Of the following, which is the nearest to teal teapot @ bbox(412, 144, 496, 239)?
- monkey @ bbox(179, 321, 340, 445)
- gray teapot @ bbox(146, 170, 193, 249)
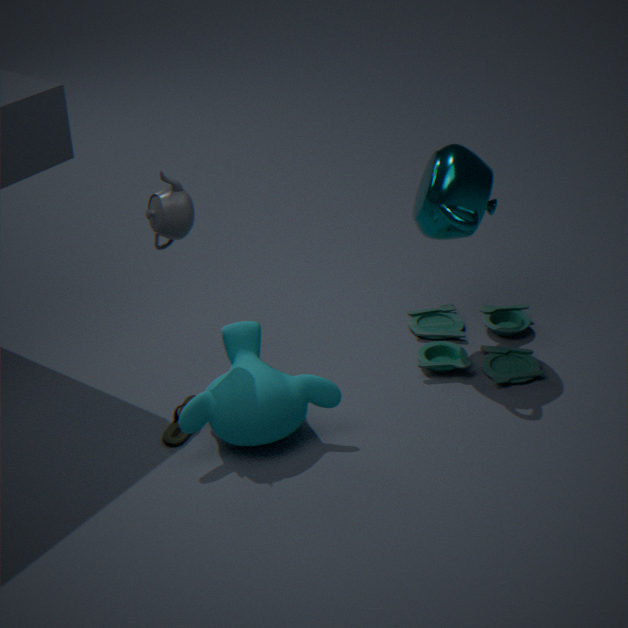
monkey @ bbox(179, 321, 340, 445)
